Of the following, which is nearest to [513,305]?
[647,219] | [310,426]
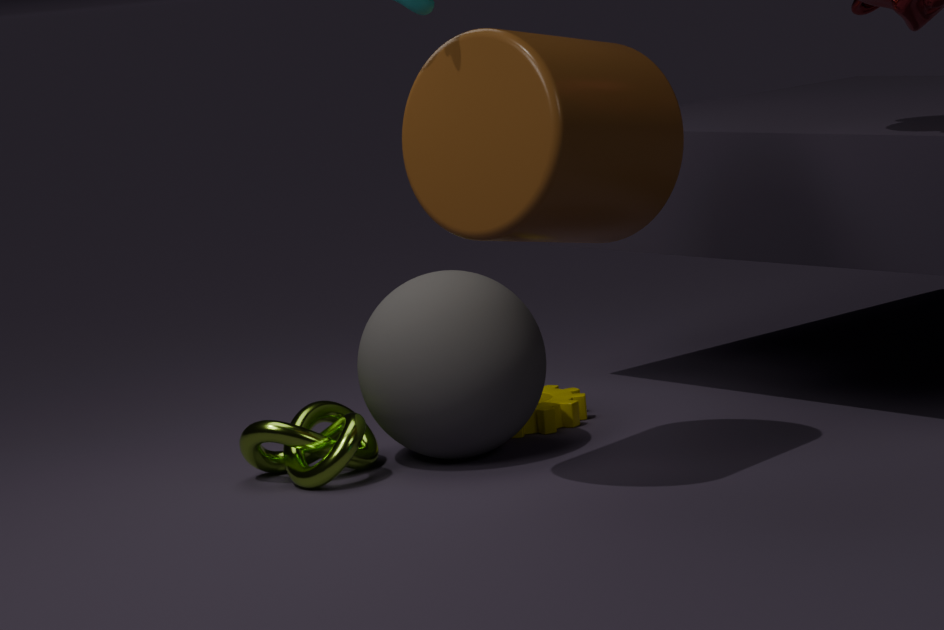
[310,426]
